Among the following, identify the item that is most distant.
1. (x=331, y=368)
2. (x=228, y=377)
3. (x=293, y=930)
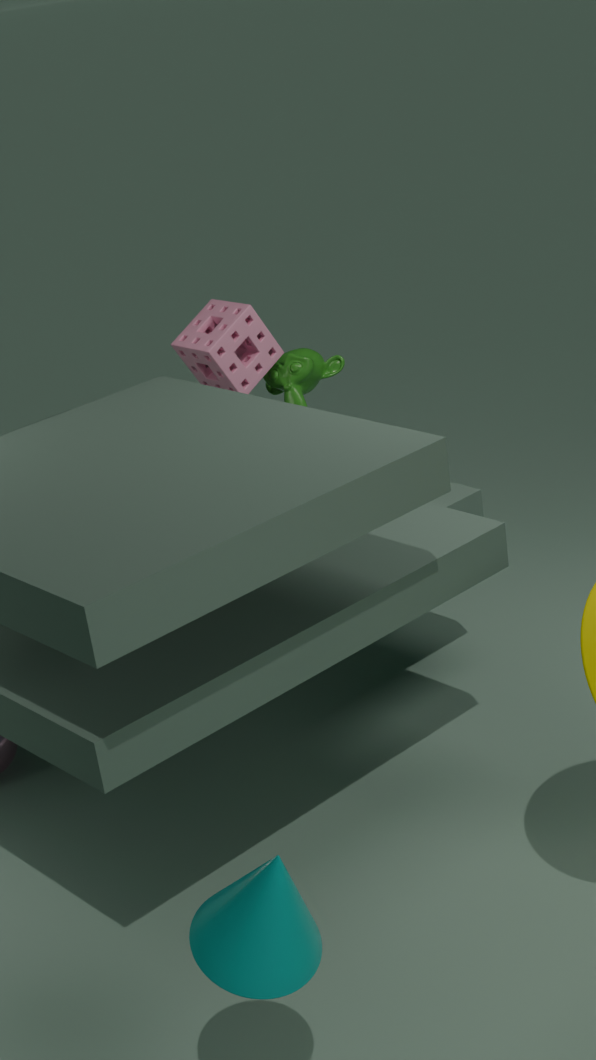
(x=331, y=368)
